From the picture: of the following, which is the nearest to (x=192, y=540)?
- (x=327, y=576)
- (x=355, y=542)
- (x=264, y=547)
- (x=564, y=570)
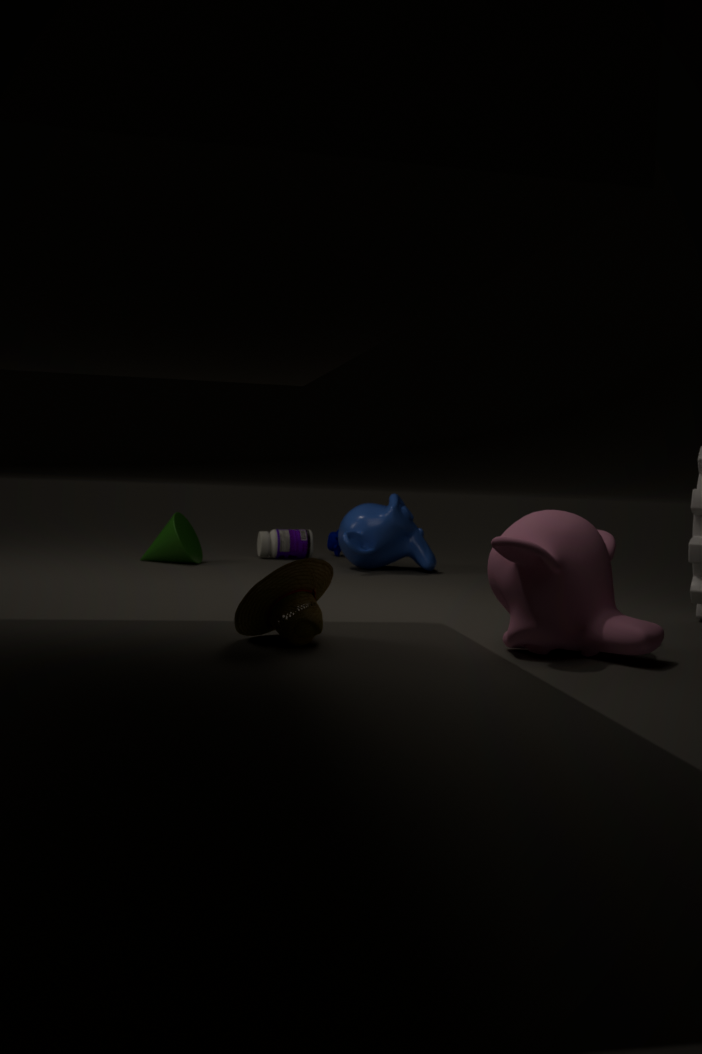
(x=264, y=547)
